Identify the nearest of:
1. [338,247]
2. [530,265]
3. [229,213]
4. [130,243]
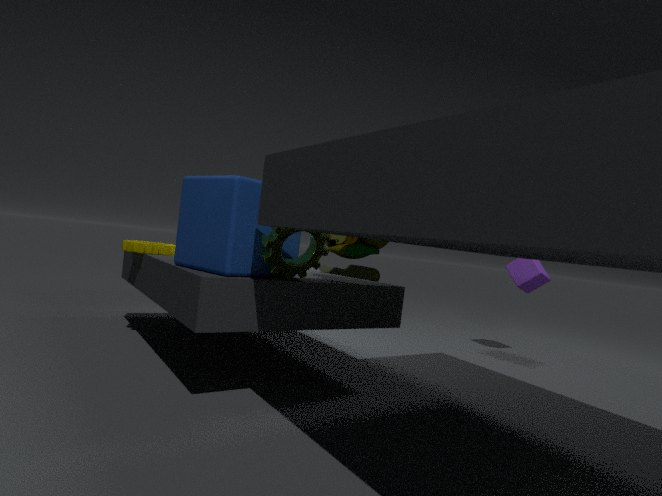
[229,213]
